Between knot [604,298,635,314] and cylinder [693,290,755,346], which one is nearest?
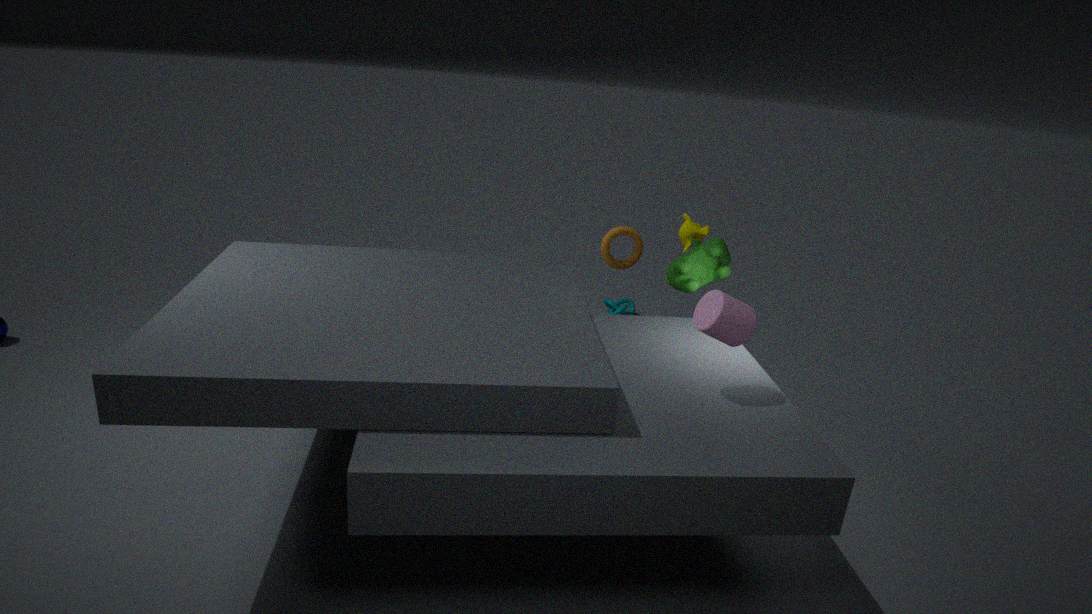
cylinder [693,290,755,346]
